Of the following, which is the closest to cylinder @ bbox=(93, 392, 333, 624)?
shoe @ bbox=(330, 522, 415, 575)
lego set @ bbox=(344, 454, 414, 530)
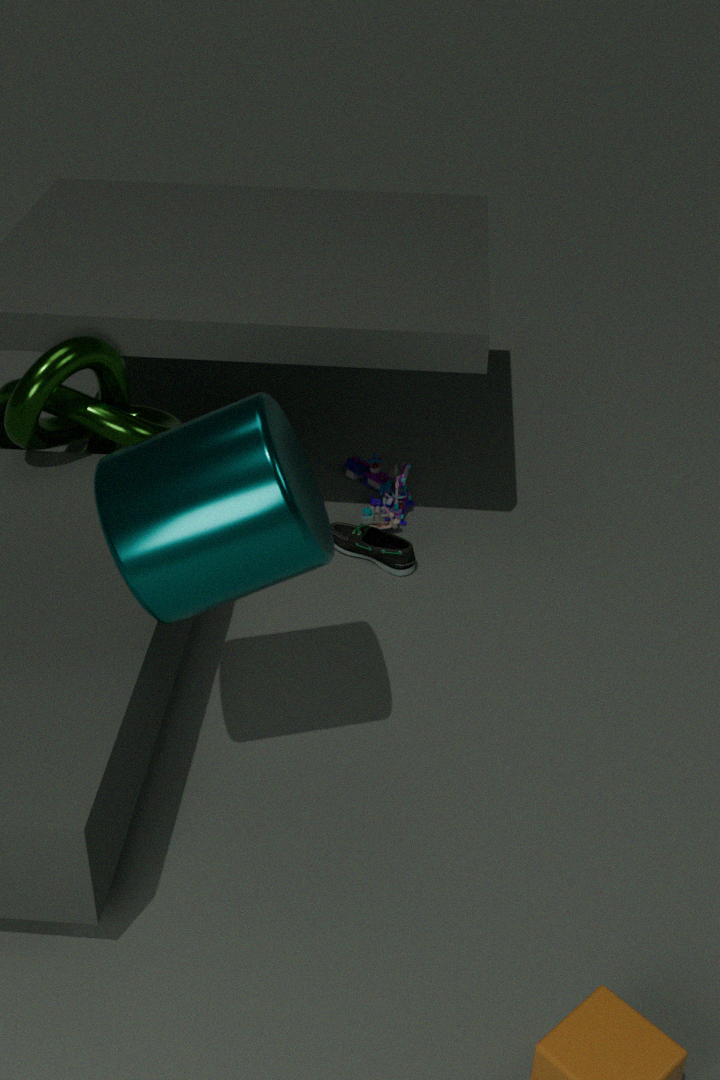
shoe @ bbox=(330, 522, 415, 575)
